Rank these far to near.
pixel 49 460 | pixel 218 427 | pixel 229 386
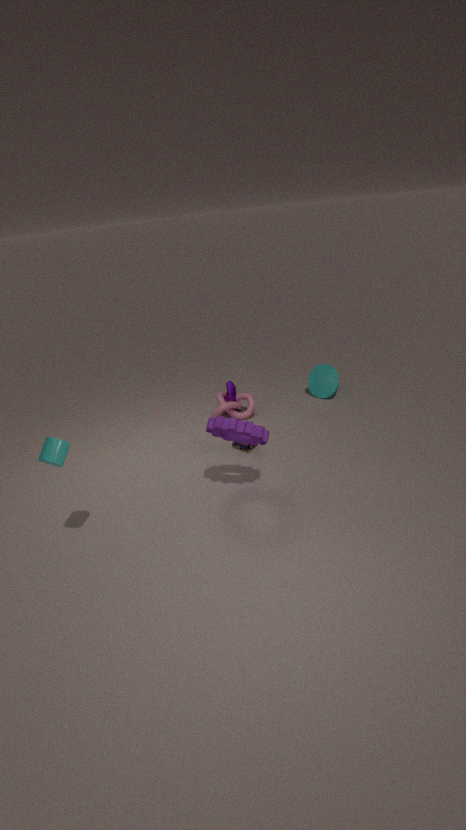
pixel 229 386
pixel 218 427
pixel 49 460
